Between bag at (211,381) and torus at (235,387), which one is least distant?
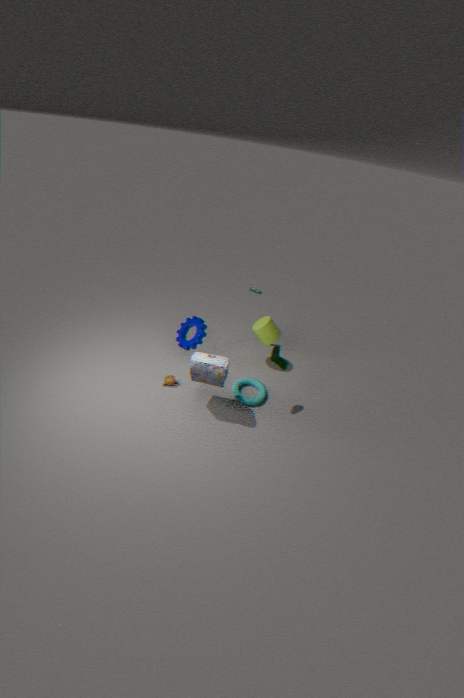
bag at (211,381)
